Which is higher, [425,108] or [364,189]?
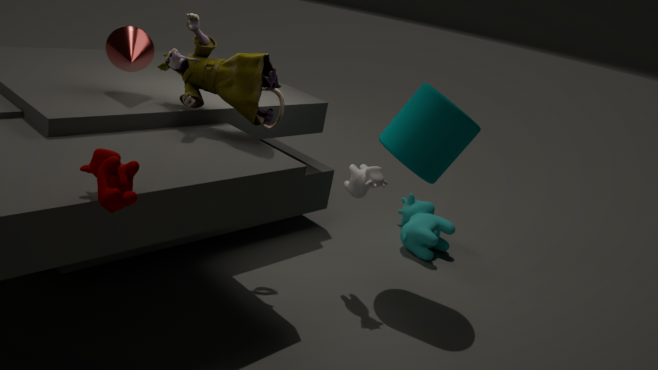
[425,108]
